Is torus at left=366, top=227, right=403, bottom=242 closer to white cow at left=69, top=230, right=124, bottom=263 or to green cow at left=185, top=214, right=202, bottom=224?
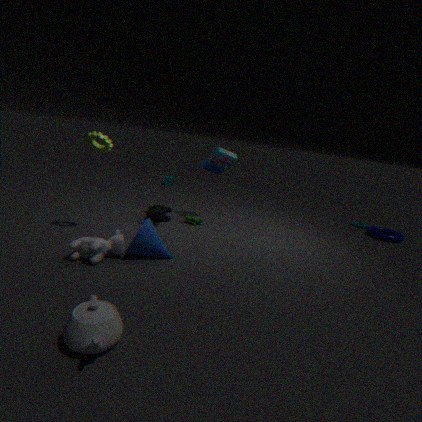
green cow at left=185, top=214, right=202, bottom=224
